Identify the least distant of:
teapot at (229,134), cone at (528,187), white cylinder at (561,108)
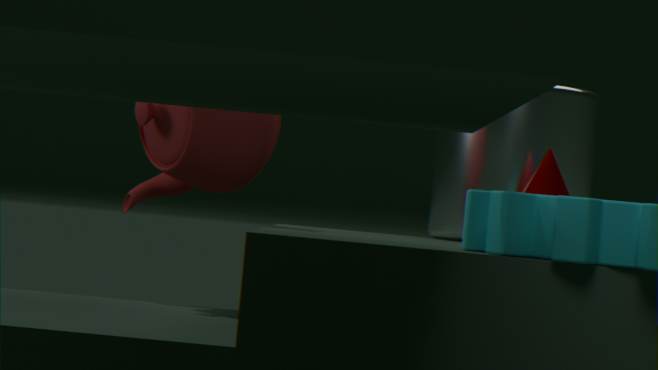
teapot at (229,134)
